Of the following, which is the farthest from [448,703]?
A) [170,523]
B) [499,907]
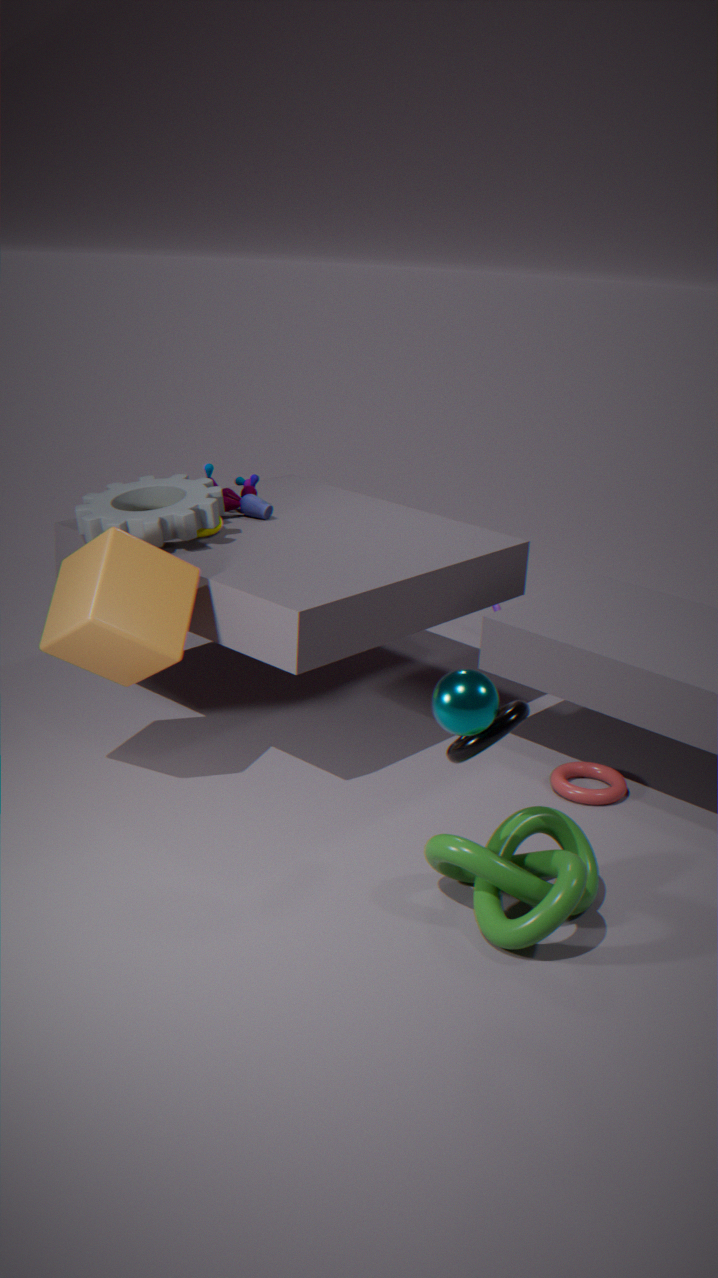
[170,523]
